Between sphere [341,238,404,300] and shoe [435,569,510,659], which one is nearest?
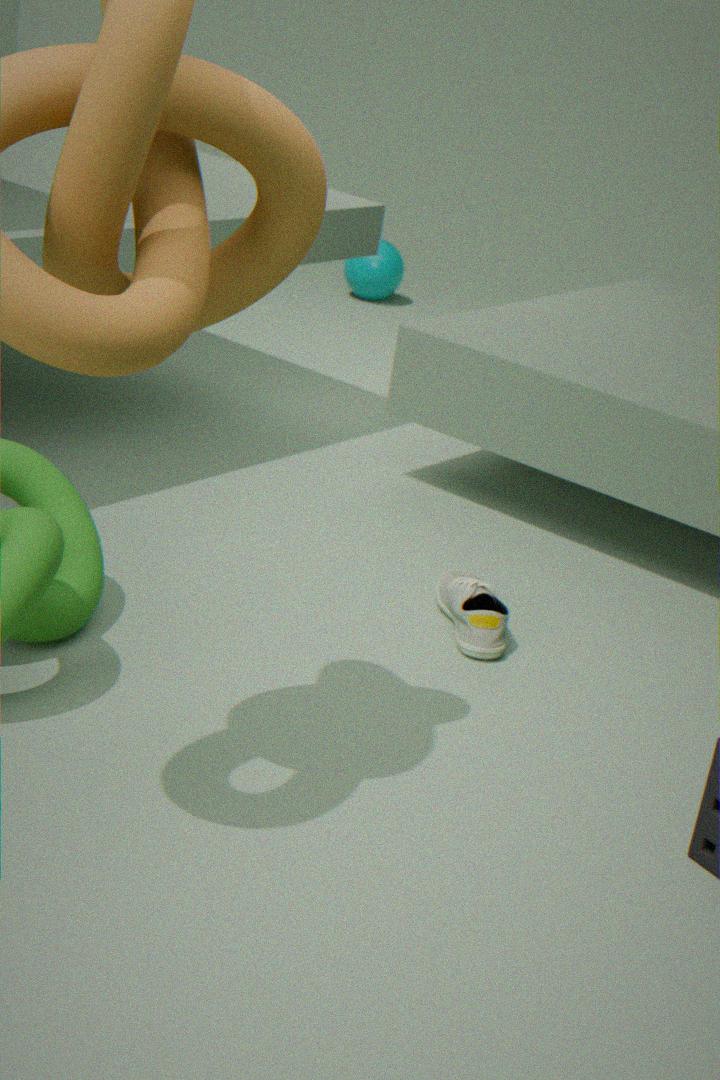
shoe [435,569,510,659]
